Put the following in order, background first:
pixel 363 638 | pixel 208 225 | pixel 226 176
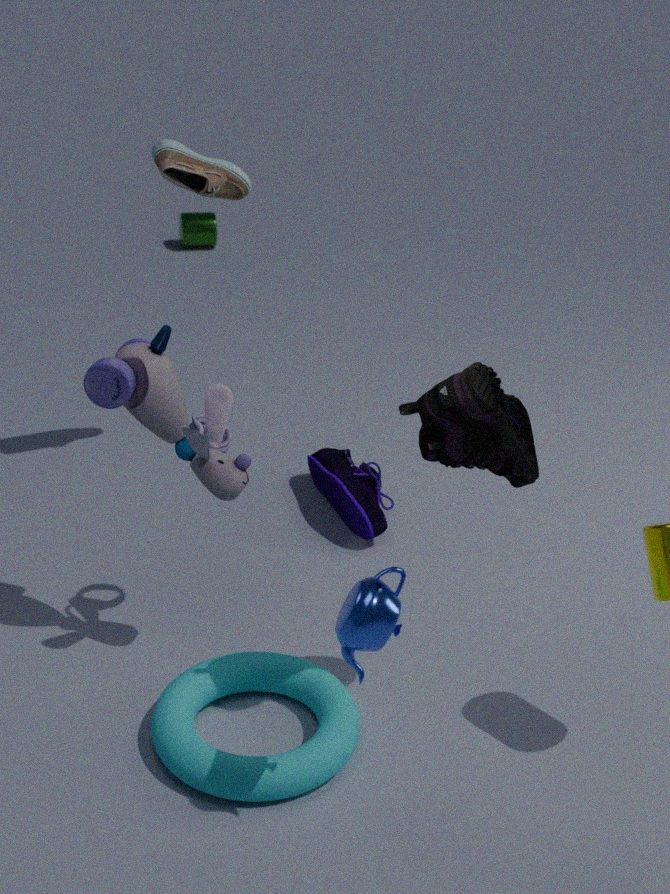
pixel 208 225
pixel 226 176
pixel 363 638
